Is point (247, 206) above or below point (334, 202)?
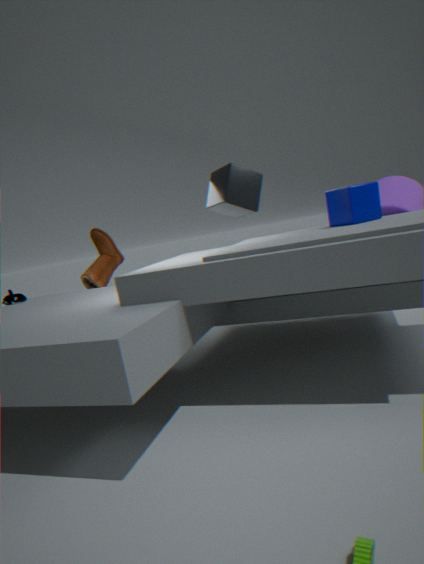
above
